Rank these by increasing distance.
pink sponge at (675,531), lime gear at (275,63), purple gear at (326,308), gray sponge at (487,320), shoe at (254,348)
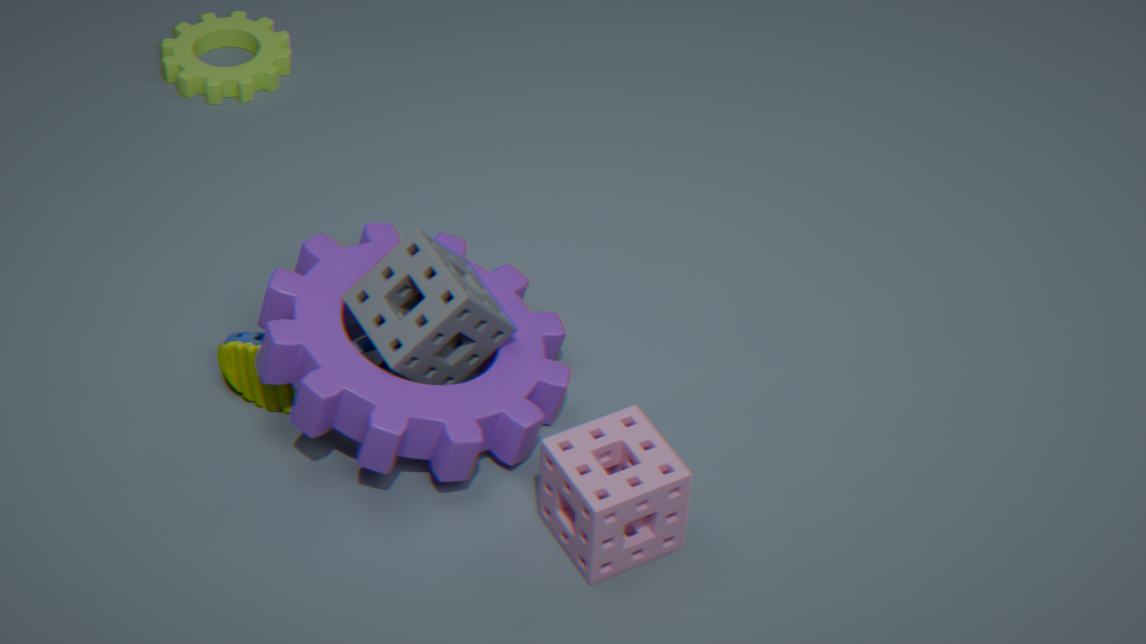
pink sponge at (675,531) → purple gear at (326,308) → gray sponge at (487,320) → shoe at (254,348) → lime gear at (275,63)
